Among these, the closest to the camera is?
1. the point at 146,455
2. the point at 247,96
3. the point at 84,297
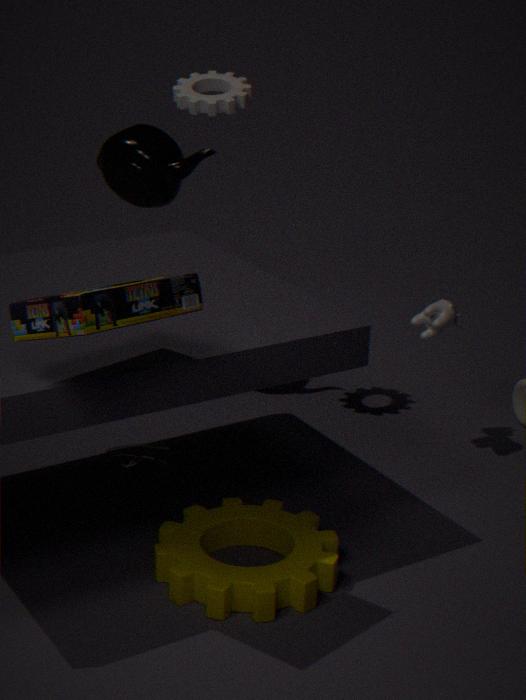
the point at 84,297
